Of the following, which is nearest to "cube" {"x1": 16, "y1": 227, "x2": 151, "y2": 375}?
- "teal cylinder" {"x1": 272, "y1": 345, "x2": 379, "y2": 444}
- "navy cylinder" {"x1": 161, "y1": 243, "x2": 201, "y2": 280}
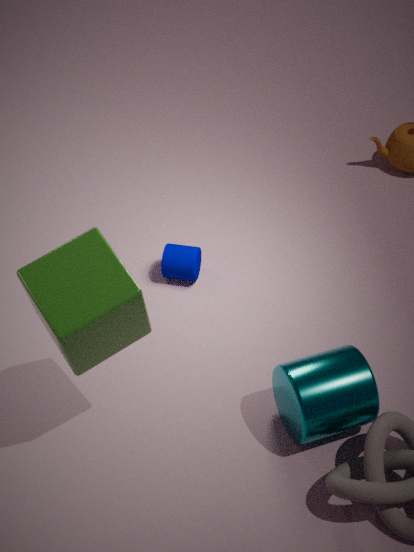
"teal cylinder" {"x1": 272, "y1": 345, "x2": 379, "y2": 444}
